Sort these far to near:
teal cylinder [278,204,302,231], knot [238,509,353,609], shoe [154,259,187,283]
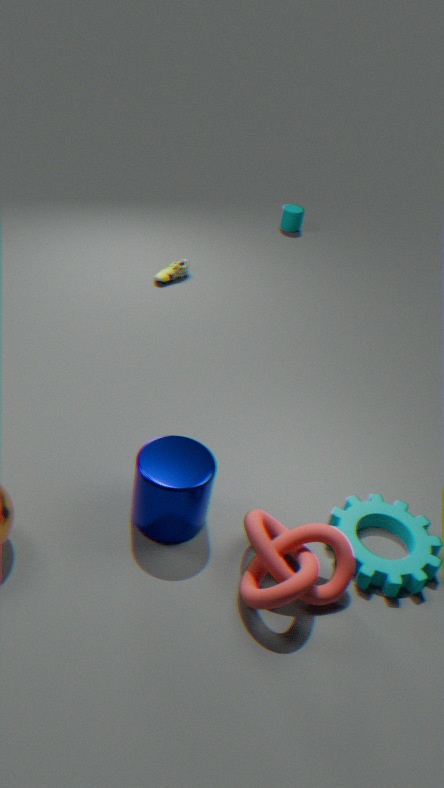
teal cylinder [278,204,302,231] < shoe [154,259,187,283] < knot [238,509,353,609]
